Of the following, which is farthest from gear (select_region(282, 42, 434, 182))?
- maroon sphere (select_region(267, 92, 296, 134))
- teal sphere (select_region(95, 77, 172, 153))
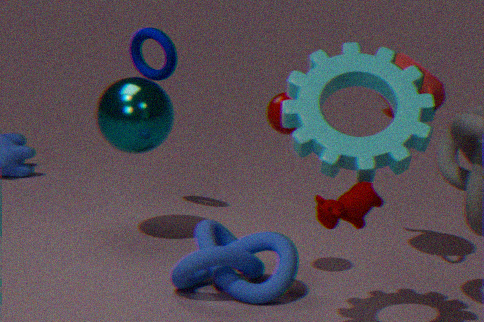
teal sphere (select_region(95, 77, 172, 153))
